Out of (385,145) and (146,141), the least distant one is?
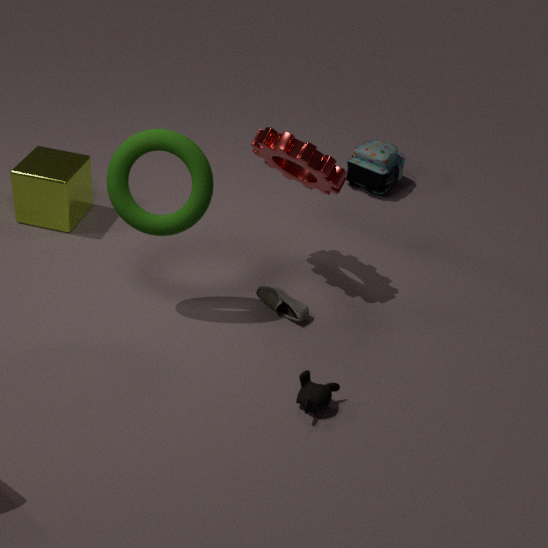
(146,141)
